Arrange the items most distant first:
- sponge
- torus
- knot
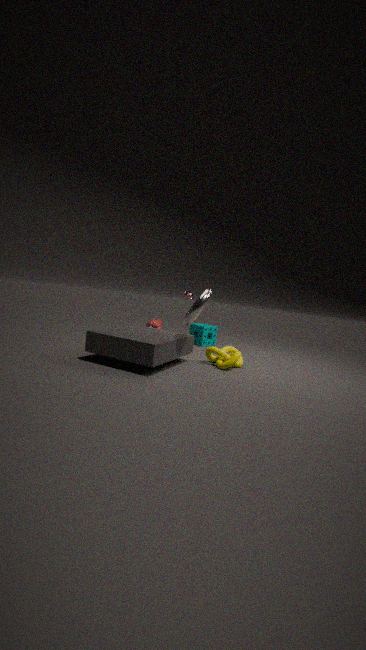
sponge < knot < torus
